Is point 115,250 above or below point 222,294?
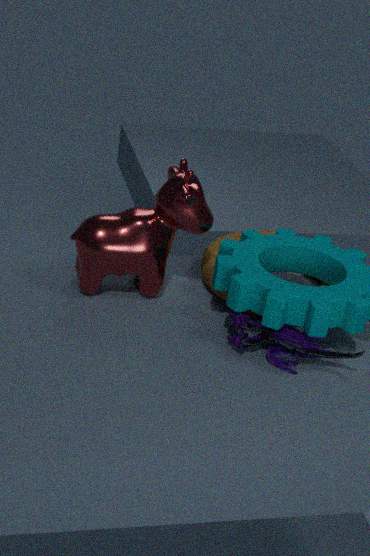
above
